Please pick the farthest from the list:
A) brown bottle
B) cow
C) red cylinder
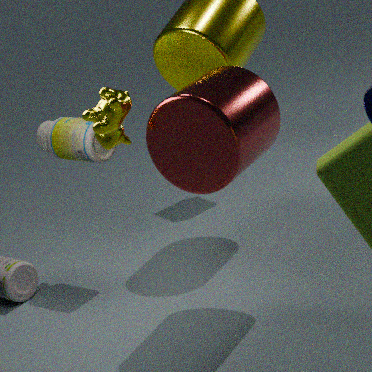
brown bottle
